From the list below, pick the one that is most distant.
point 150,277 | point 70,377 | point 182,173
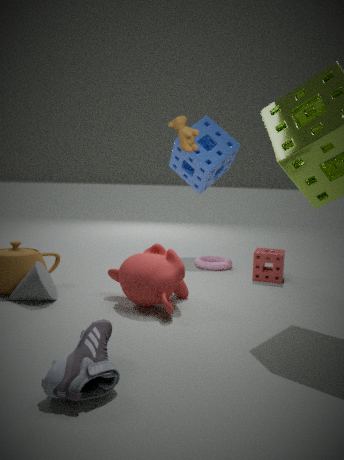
point 182,173
